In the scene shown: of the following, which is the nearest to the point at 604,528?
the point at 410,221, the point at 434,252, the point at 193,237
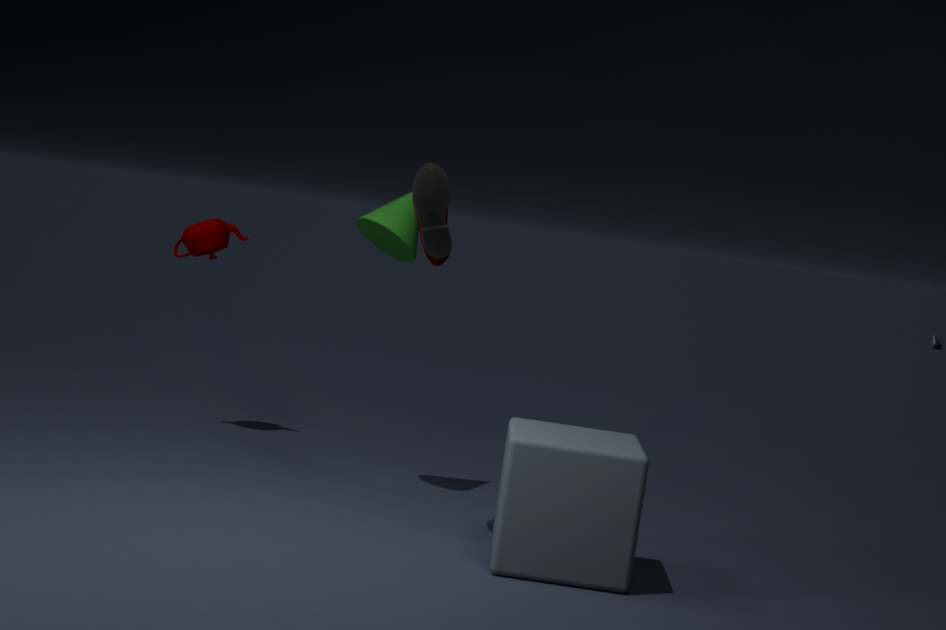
the point at 434,252
